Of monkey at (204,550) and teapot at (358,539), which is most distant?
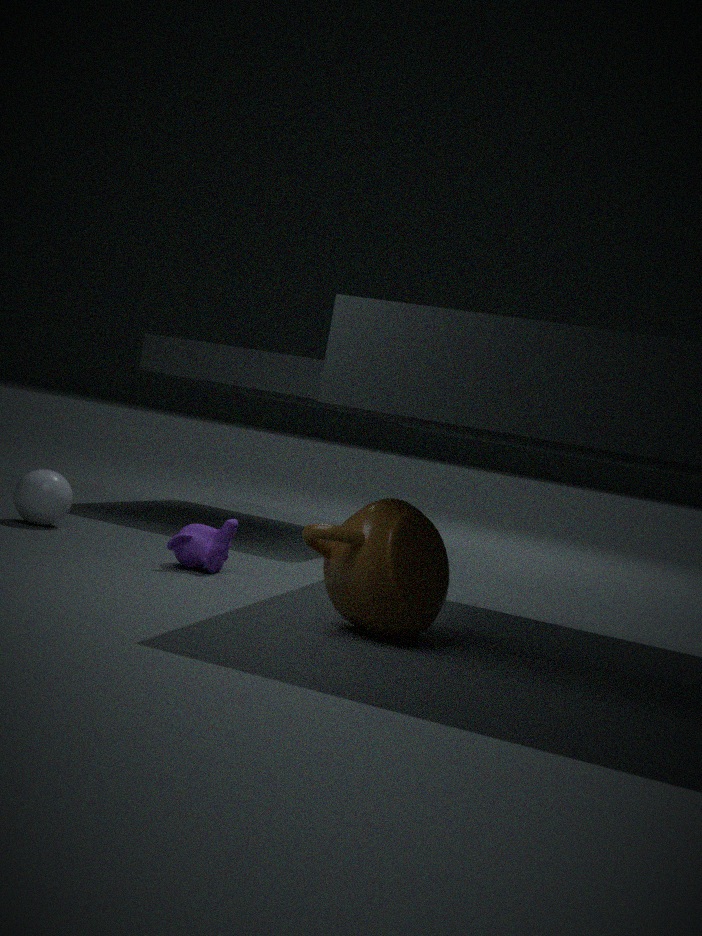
monkey at (204,550)
